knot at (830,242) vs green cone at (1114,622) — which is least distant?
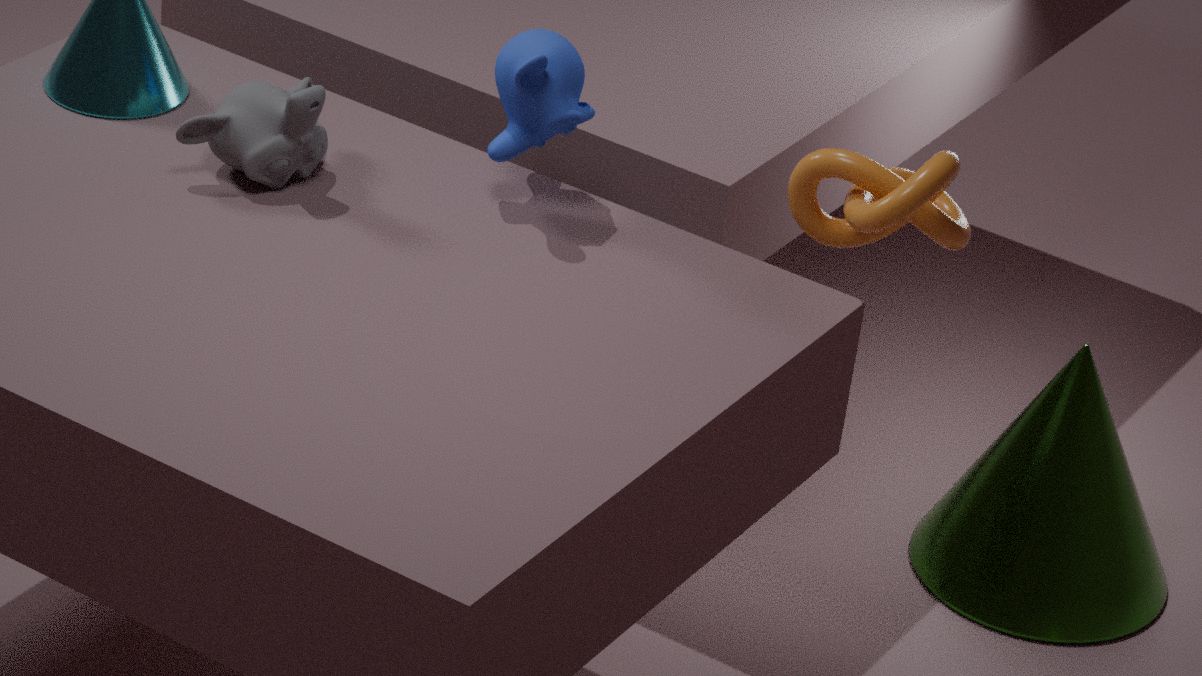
knot at (830,242)
